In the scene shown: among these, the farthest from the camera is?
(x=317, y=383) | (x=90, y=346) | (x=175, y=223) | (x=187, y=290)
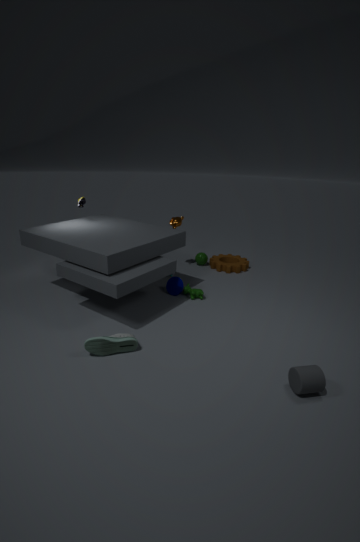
(x=175, y=223)
